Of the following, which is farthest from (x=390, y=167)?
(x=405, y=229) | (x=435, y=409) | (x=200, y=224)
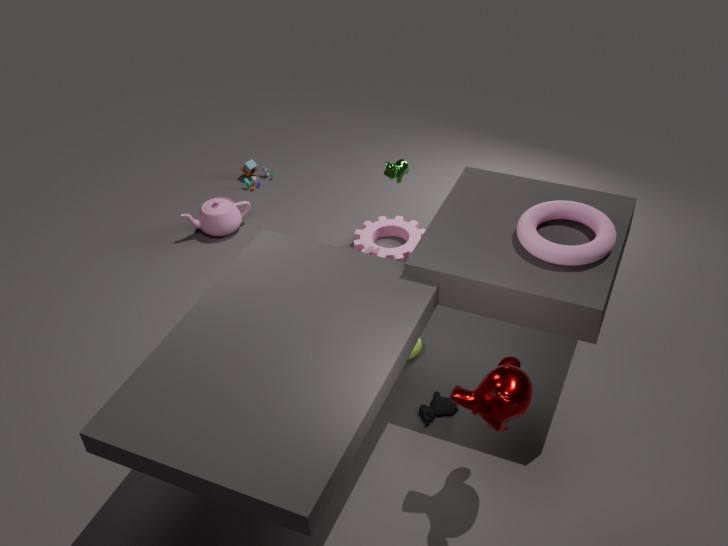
(x=435, y=409)
